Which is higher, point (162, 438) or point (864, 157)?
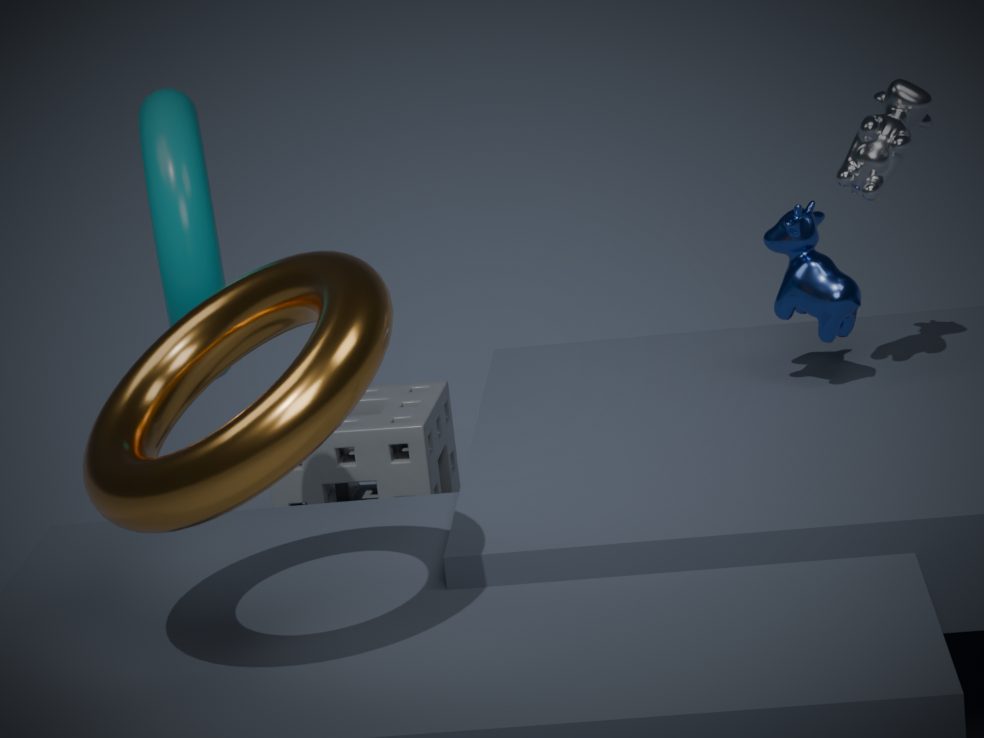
point (864, 157)
